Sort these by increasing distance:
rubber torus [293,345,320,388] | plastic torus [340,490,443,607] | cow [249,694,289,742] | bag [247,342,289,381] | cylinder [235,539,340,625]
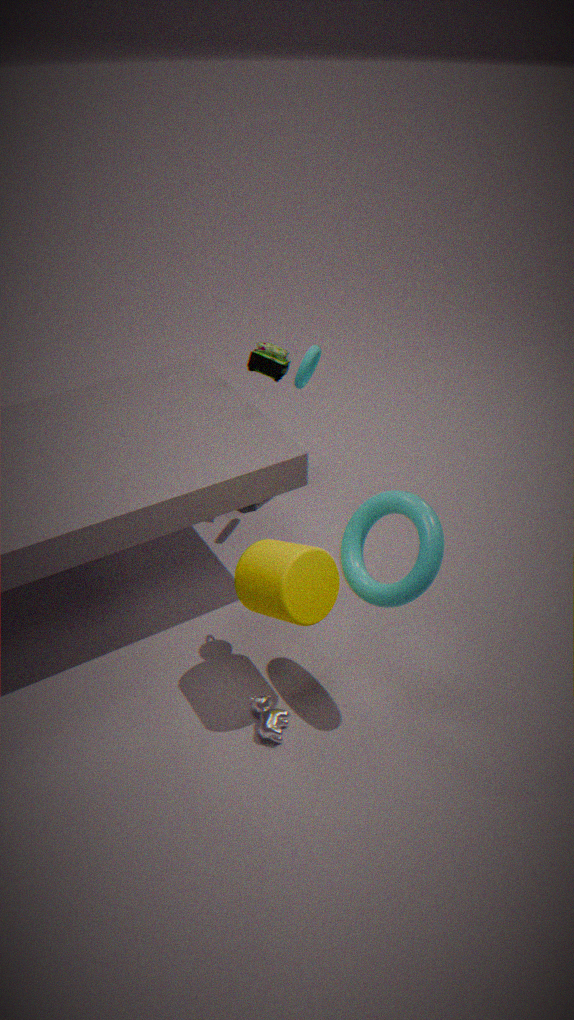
plastic torus [340,490,443,607] < cylinder [235,539,340,625] < cow [249,694,289,742] < rubber torus [293,345,320,388] < bag [247,342,289,381]
